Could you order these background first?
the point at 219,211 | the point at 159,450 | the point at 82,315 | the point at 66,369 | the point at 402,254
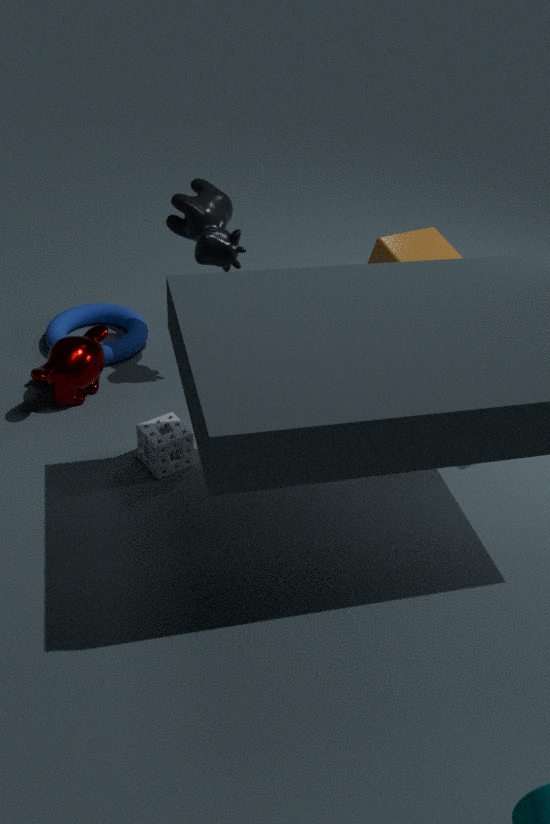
the point at 82,315 < the point at 219,211 < the point at 402,254 < the point at 66,369 < the point at 159,450
